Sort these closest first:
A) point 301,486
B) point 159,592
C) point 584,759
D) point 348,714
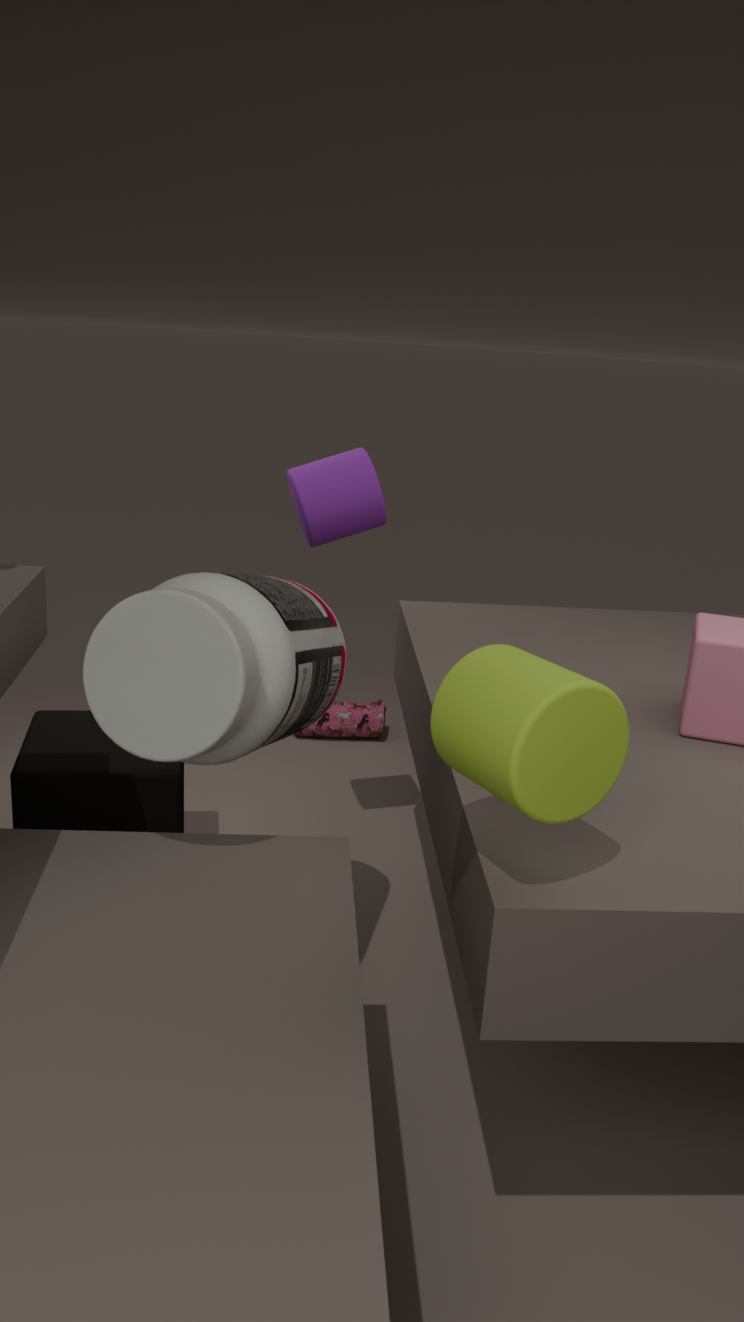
point 584,759 < point 159,592 < point 301,486 < point 348,714
